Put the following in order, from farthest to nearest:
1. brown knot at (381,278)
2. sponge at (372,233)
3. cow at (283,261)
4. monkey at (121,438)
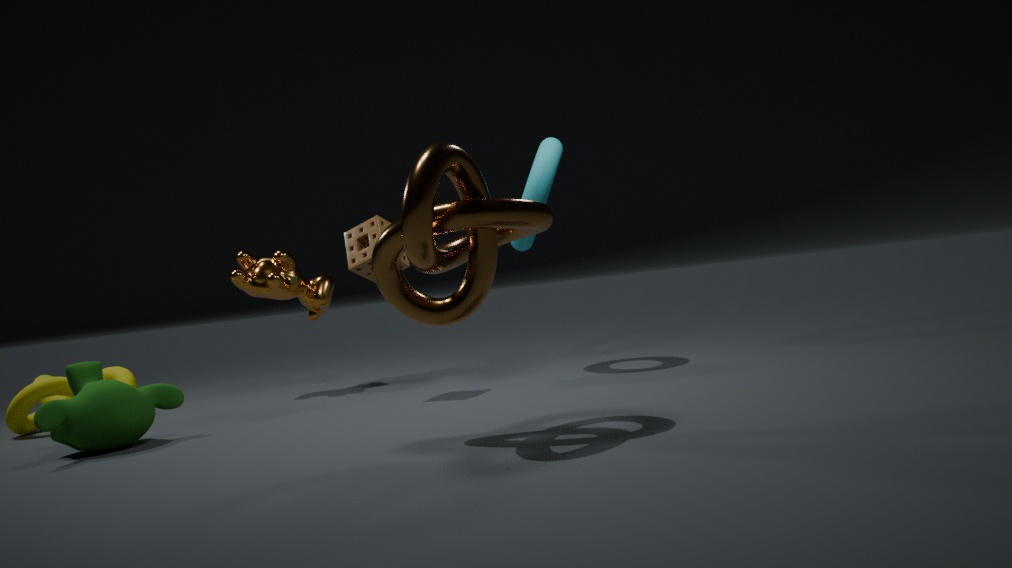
cow at (283,261) < sponge at (372,233) < monkey at (121,438) < brown knot at (381,278)
